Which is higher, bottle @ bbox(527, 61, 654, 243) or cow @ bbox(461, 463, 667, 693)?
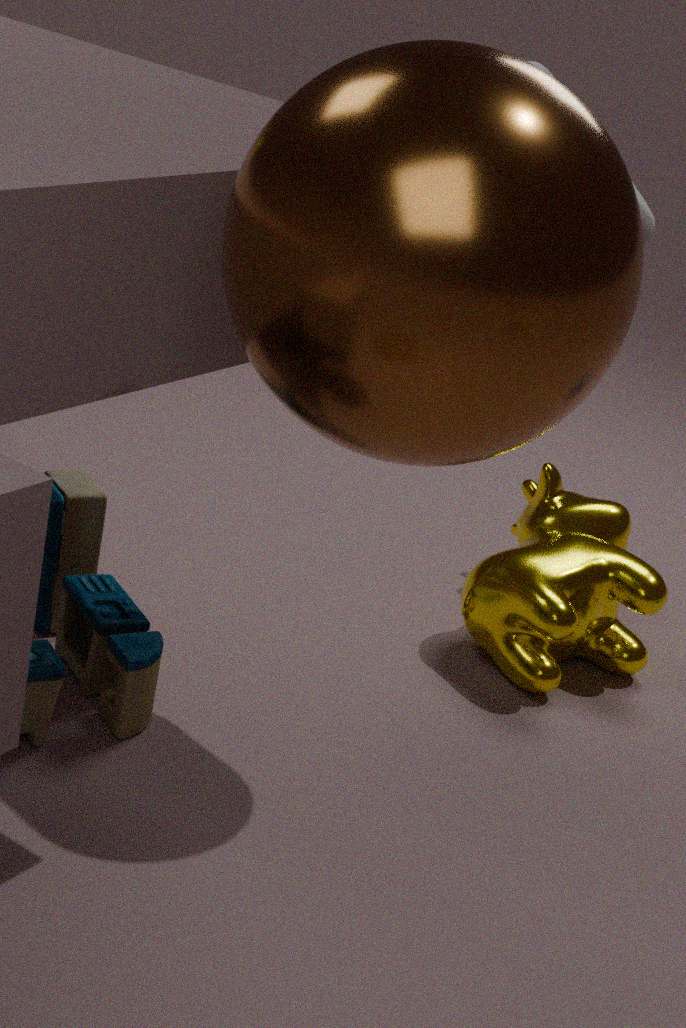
bottle @ bbox(527, 61, 654, 243)
